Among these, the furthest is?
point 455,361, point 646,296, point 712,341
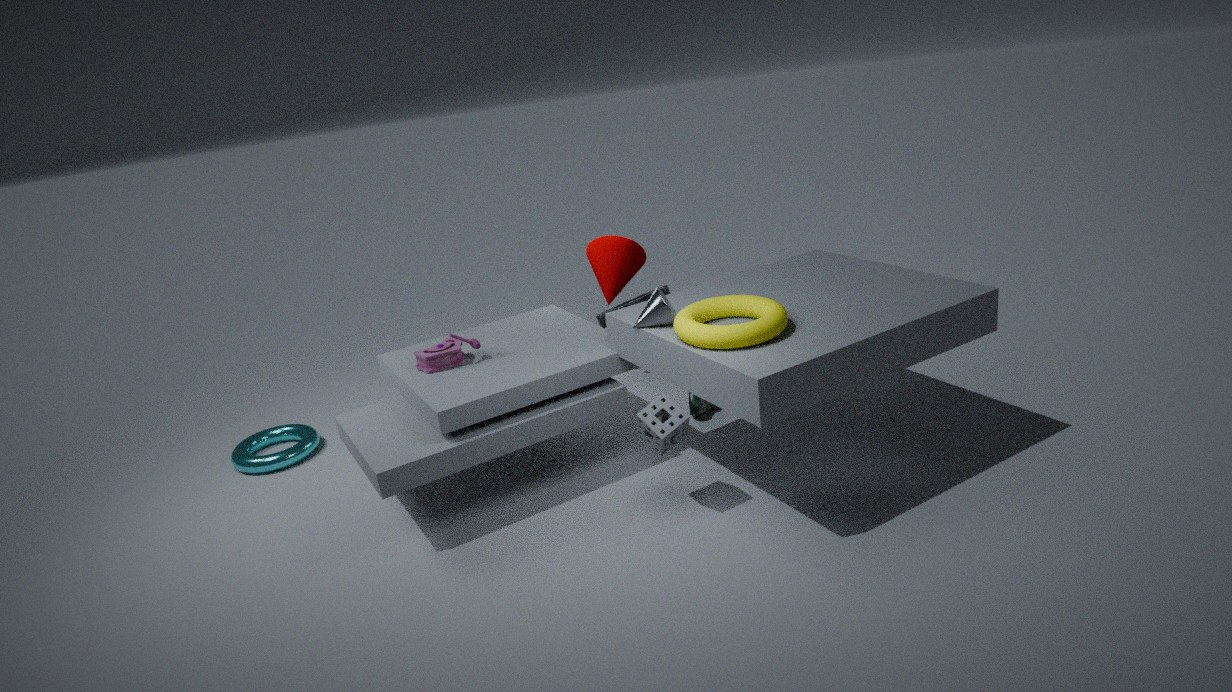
point 646,296
